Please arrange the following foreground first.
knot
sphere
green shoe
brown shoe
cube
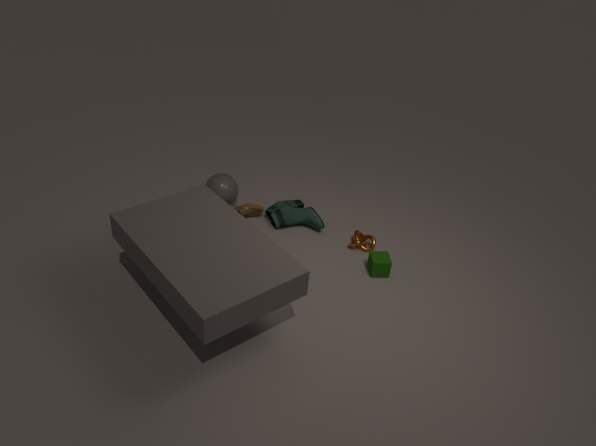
cube → knot → green shoe → brown shoe → sphere
